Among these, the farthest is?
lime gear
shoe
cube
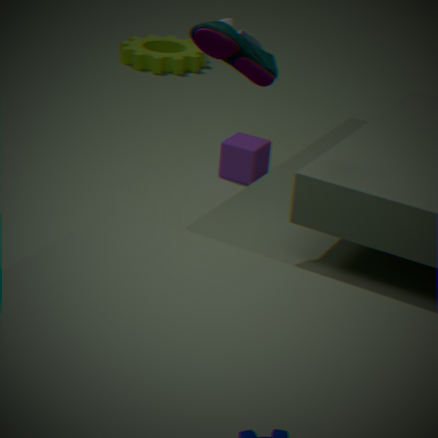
lime gear
